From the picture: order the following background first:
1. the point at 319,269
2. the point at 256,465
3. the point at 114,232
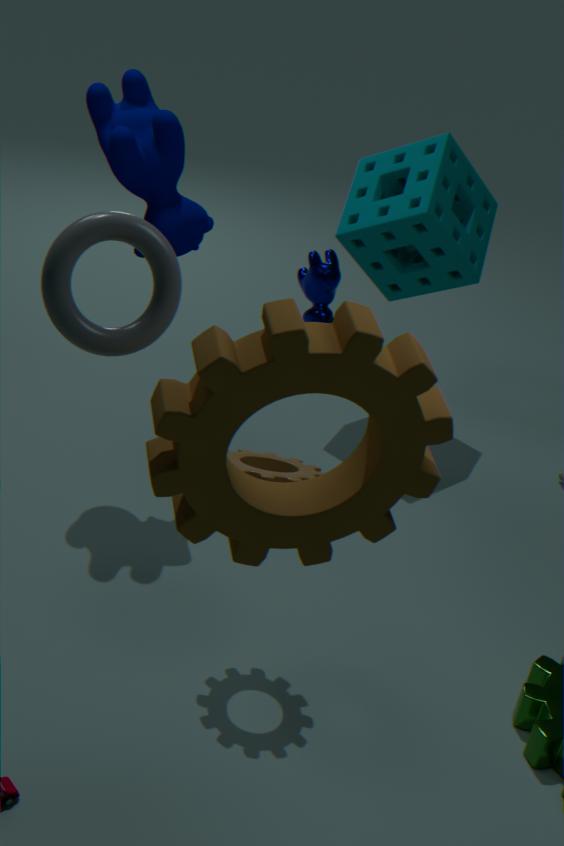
the point at 319,269, the point at 256,465, the point at 114,232
